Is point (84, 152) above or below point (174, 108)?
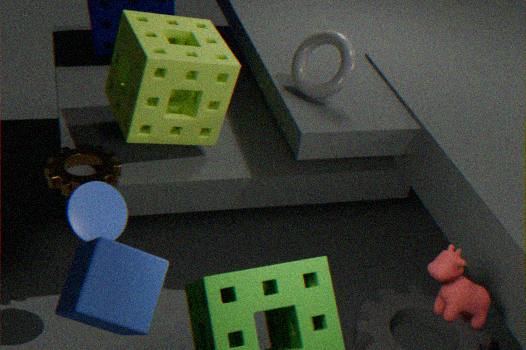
below
